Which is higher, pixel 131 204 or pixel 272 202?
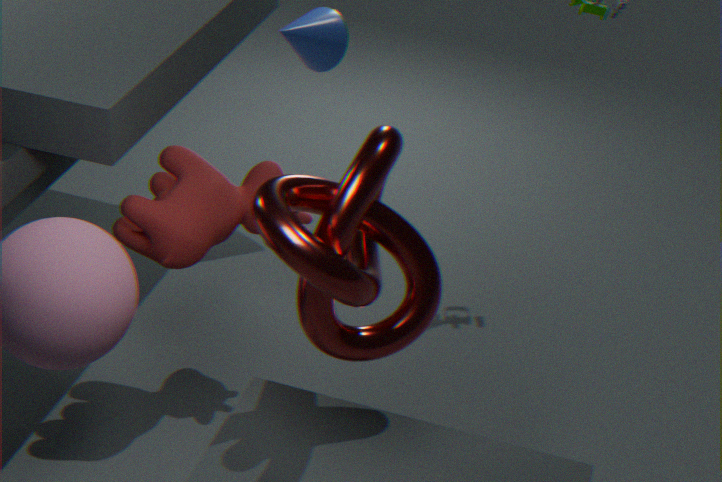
pixel 272 202
